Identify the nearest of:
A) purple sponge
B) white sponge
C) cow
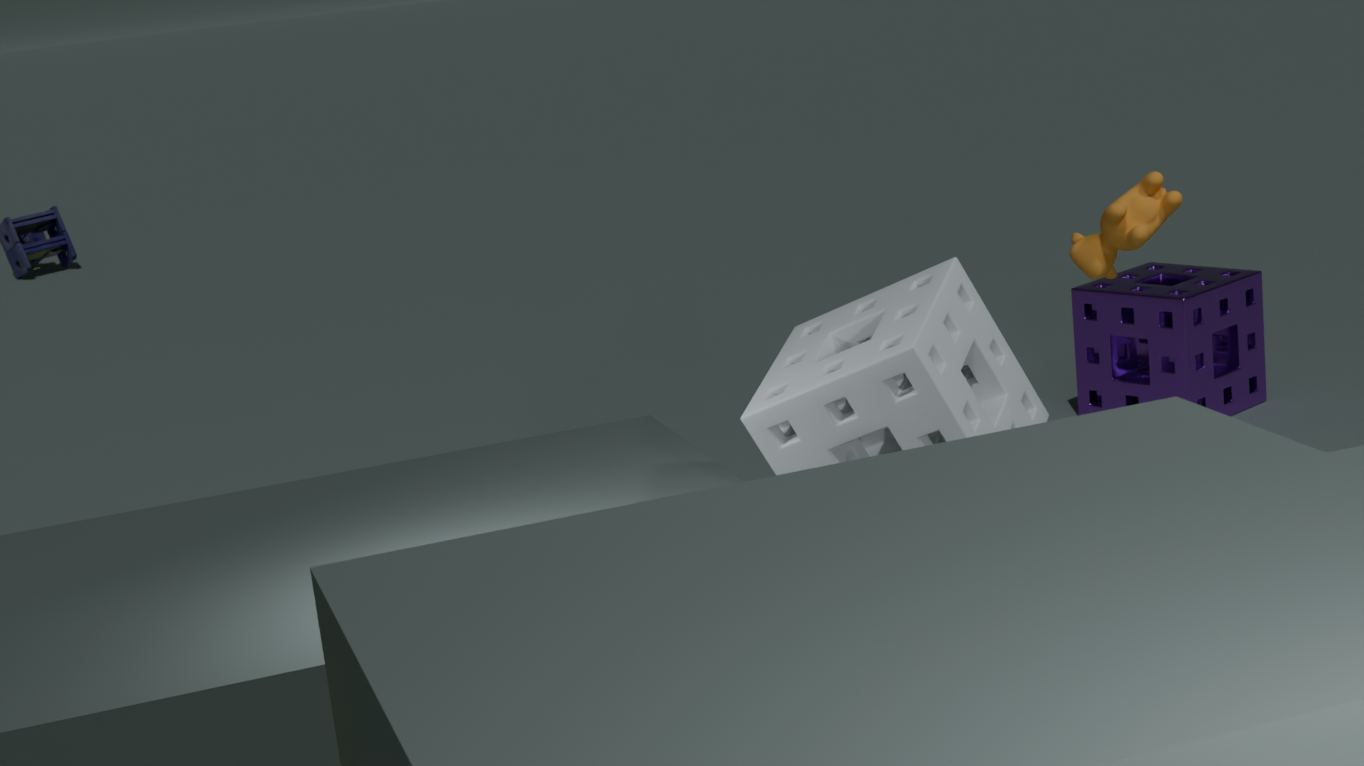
white sponge
